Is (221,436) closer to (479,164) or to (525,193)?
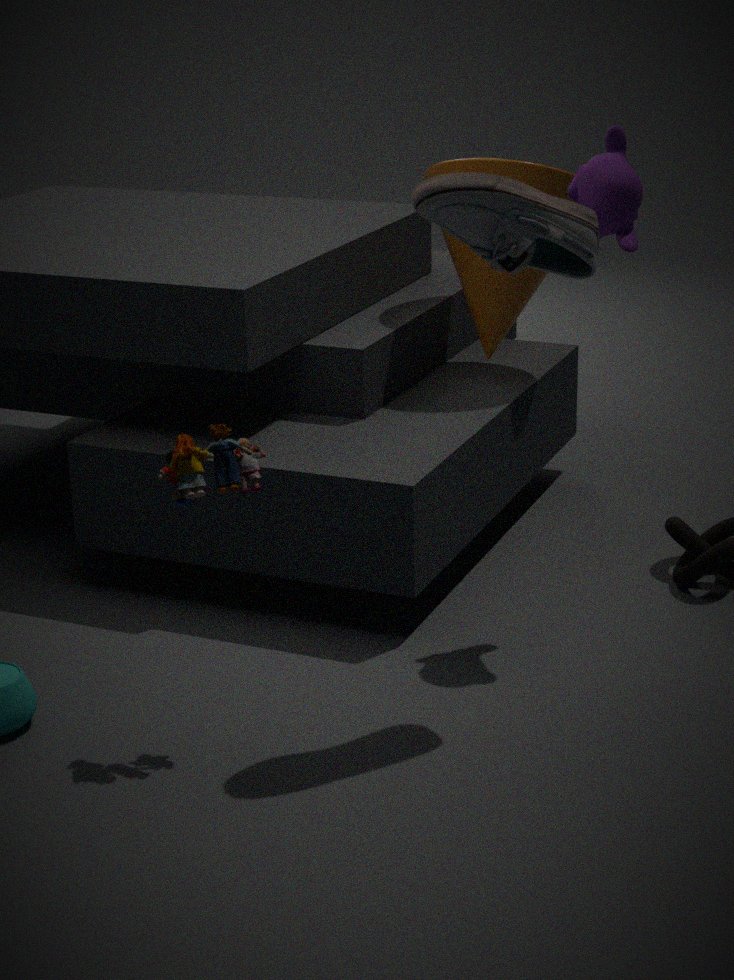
(525,193)
